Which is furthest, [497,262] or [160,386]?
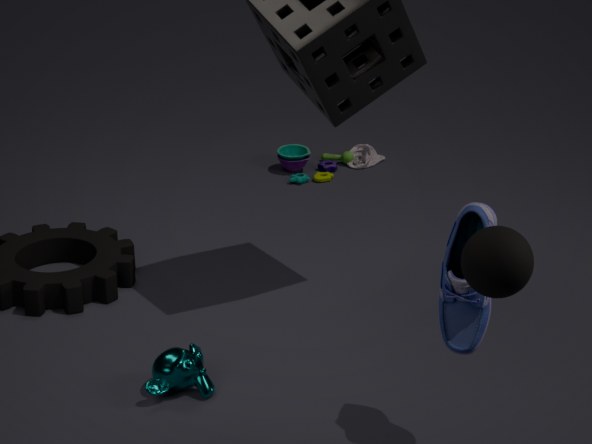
[160,386]
